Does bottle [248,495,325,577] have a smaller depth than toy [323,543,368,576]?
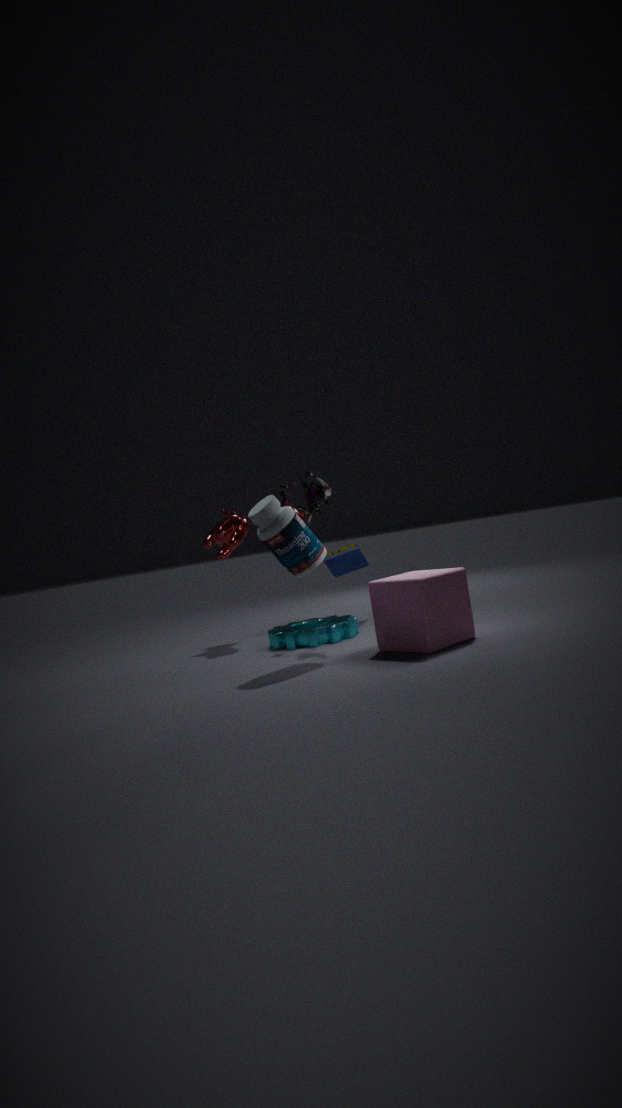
Yes
